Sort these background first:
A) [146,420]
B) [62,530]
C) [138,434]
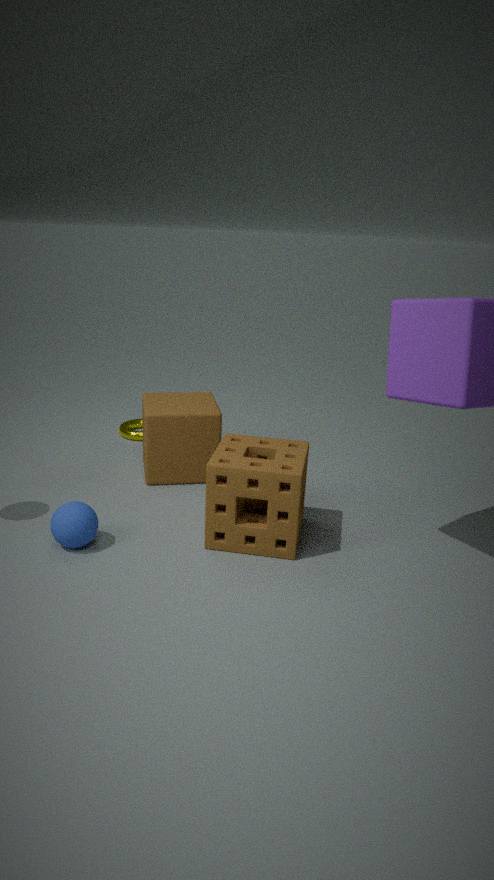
[138,434] → [146,420] → [62,530]
